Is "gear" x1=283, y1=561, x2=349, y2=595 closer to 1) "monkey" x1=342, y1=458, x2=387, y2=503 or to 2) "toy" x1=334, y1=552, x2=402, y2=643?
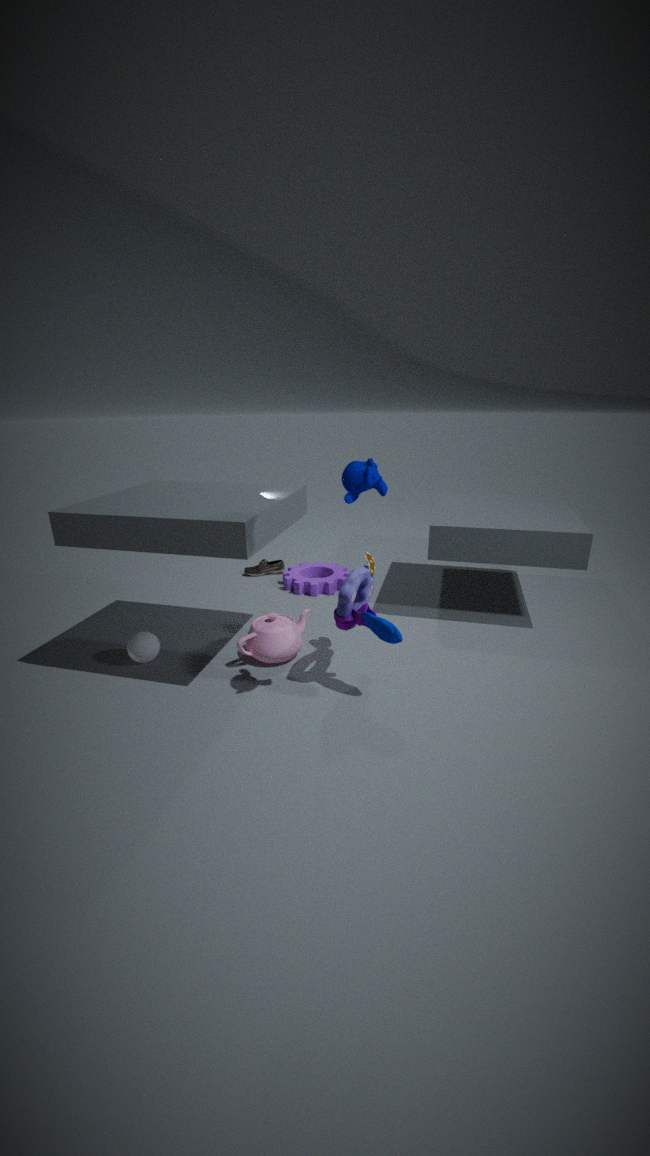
2) "toy" x1=334, y1=552, x2=402, y2=643
